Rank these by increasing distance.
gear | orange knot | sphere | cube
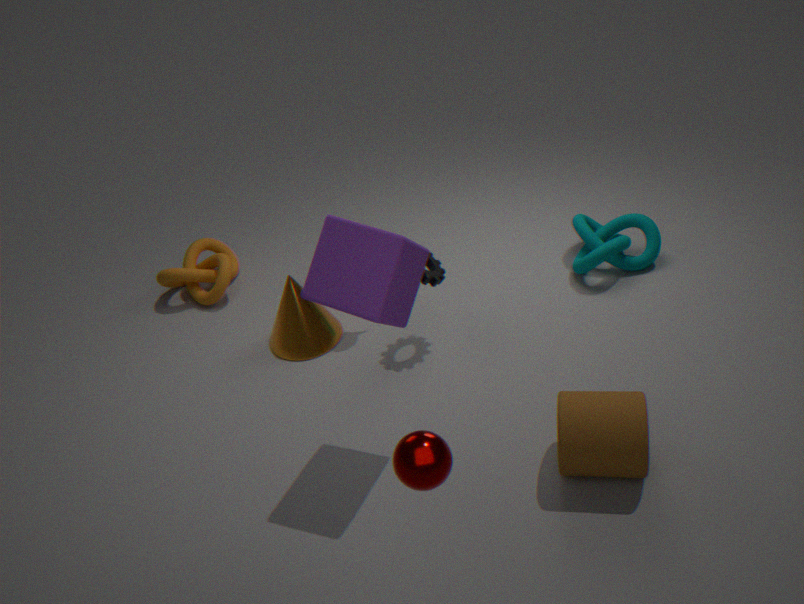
sphere
cube
gear
orange knot
